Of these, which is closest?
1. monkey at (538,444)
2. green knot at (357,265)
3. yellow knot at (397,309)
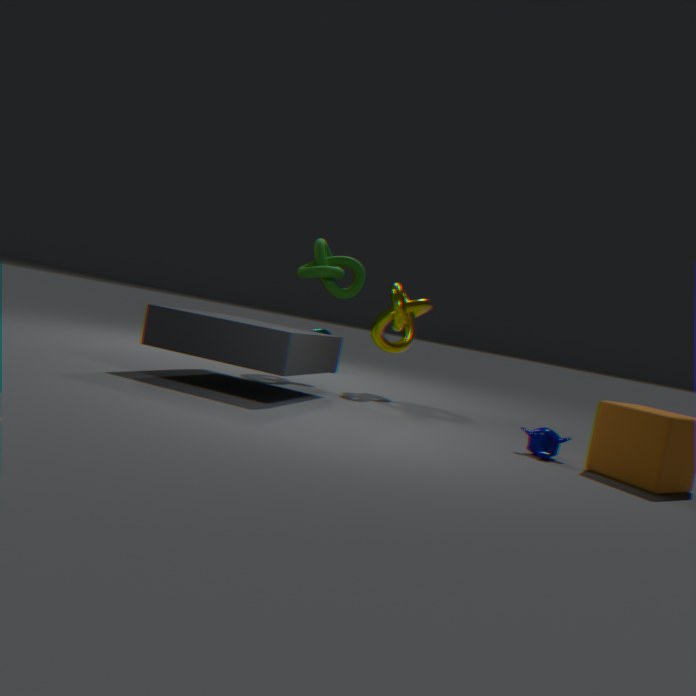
monkey at (538,444)
